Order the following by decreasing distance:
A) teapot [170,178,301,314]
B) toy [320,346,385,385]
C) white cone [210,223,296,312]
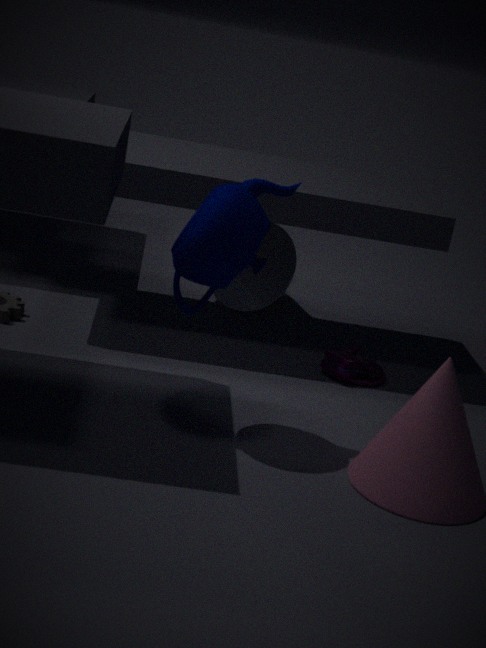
white cone [210,223,296,312]
toy [320,346,385,385]
teapot [170,178,301,314]
